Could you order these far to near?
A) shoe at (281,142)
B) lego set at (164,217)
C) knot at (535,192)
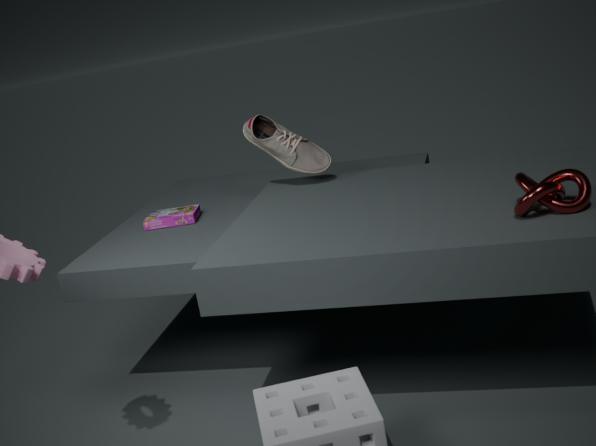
lego set at (164,217) < shoe at (281,142) < knot at (535,192)
